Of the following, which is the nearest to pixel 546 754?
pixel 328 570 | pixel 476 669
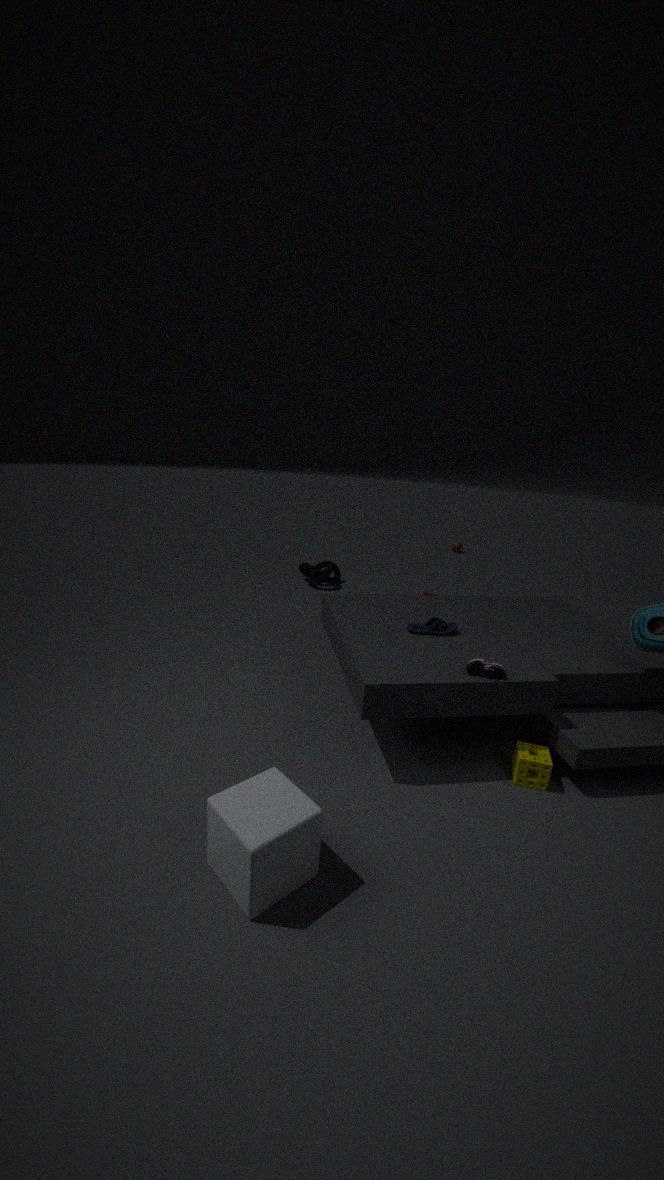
pixel 476 669
